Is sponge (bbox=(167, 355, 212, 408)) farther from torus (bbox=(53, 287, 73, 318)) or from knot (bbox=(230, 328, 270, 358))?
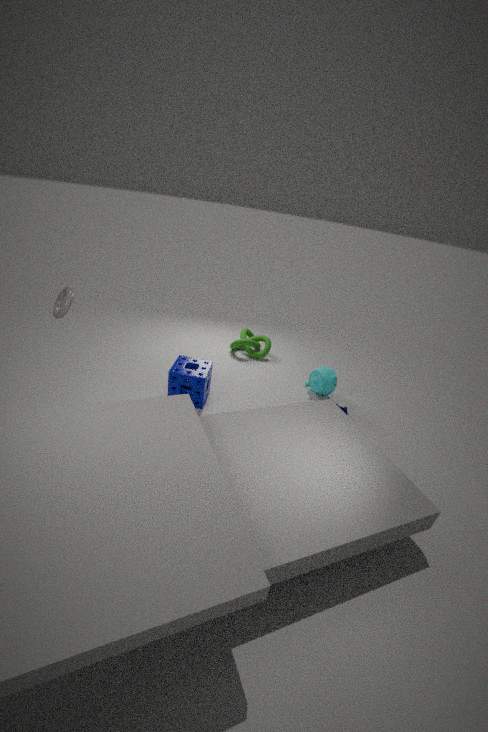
torus (bbox=(53, 287, 73, 318))
